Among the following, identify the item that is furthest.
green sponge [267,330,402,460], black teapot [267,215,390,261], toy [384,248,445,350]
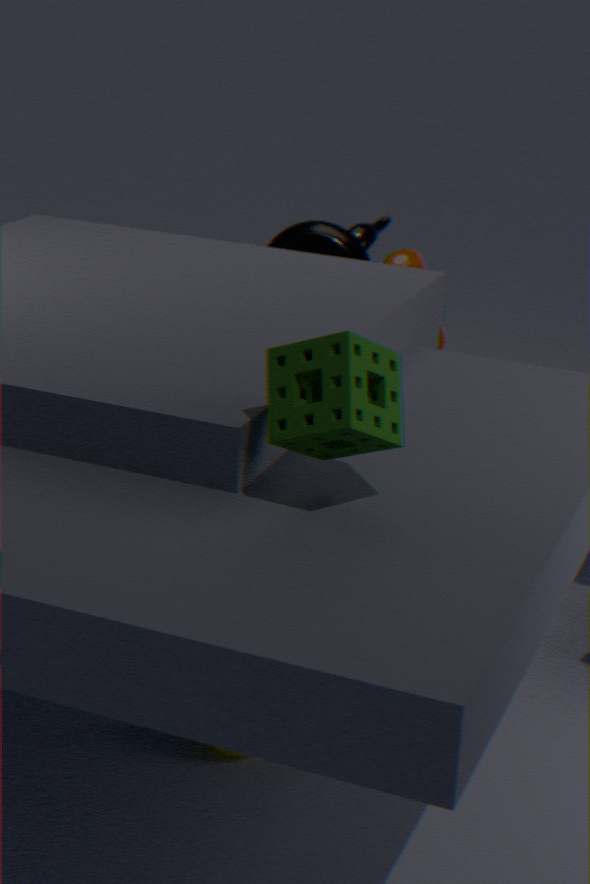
toy [384,248,445,350]
